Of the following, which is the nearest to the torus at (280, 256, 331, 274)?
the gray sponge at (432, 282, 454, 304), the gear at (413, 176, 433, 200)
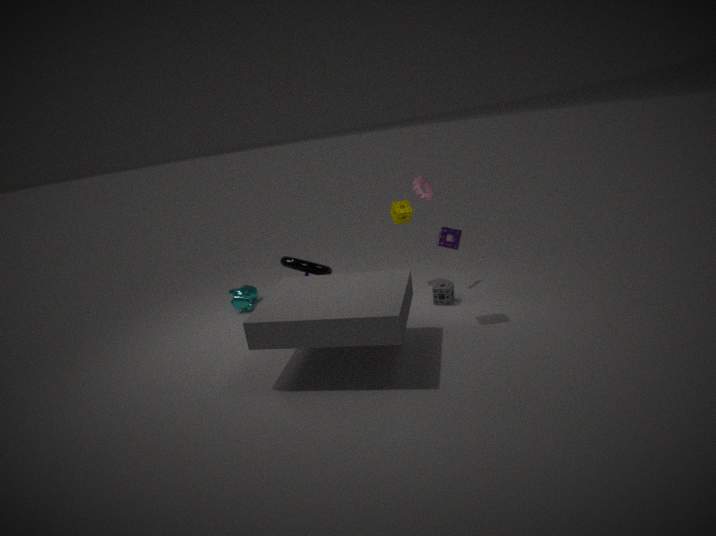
the gray sponge at (432, 282, 454, 304)
